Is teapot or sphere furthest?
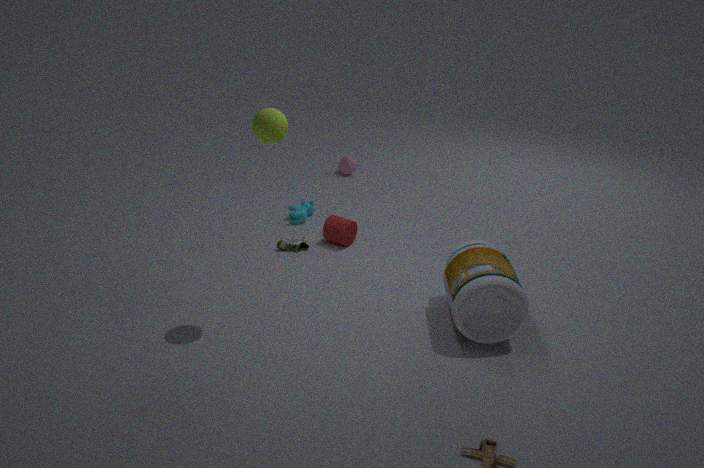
teapot
